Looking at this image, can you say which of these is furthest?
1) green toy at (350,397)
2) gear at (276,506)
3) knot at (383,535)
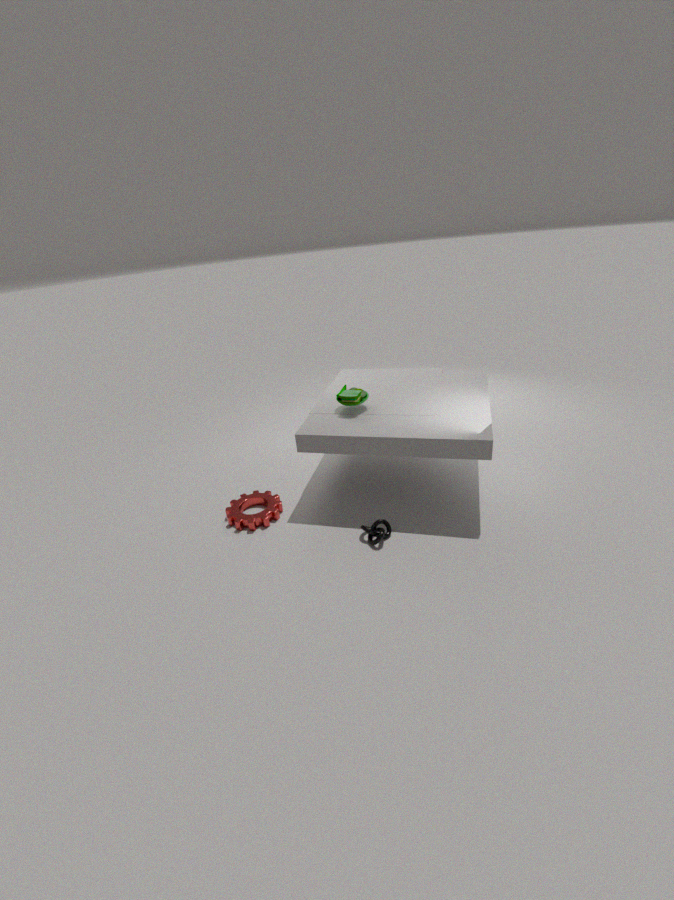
1. green toy at (350,397)
